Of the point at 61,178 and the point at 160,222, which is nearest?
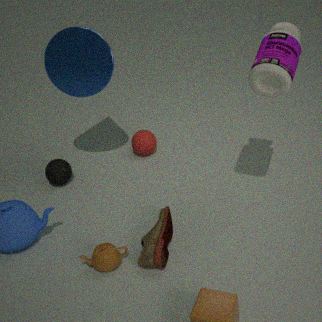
the point at 160,222
